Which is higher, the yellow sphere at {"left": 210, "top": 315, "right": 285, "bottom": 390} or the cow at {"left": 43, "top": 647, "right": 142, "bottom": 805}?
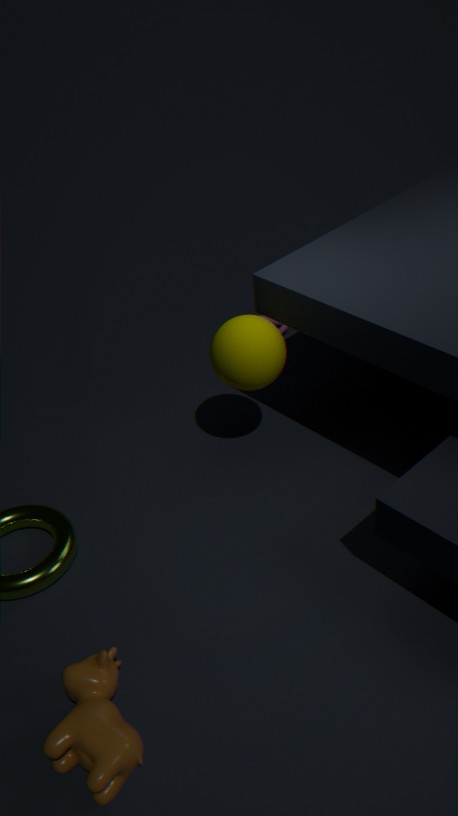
the yellow sphere at {"left": 210, "top": 315, "right": 285, "bottom": 390}
